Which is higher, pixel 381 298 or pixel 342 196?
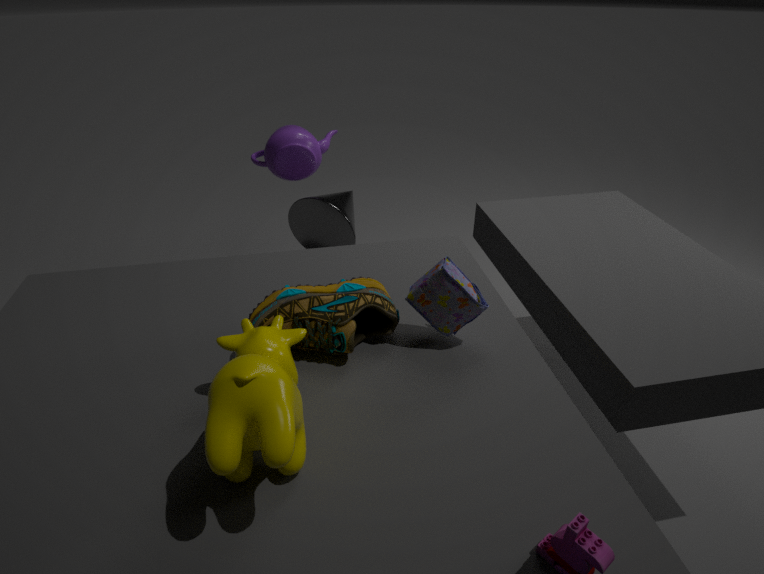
pixel 381 298
